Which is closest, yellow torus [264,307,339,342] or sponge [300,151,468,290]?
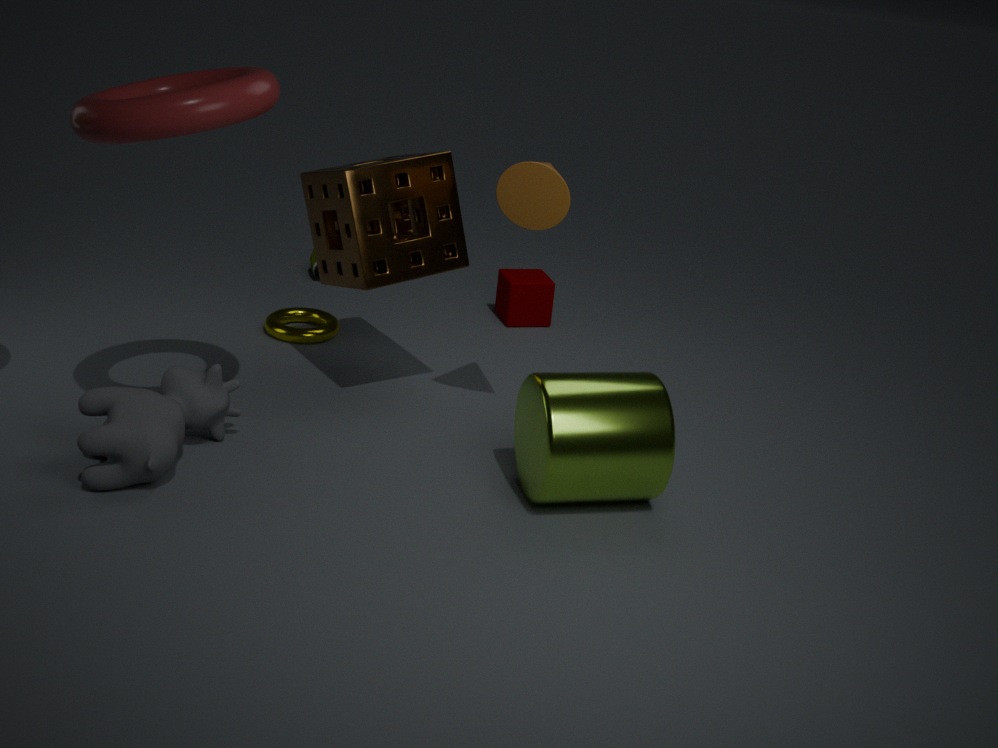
sponge [300,151,468,290]
